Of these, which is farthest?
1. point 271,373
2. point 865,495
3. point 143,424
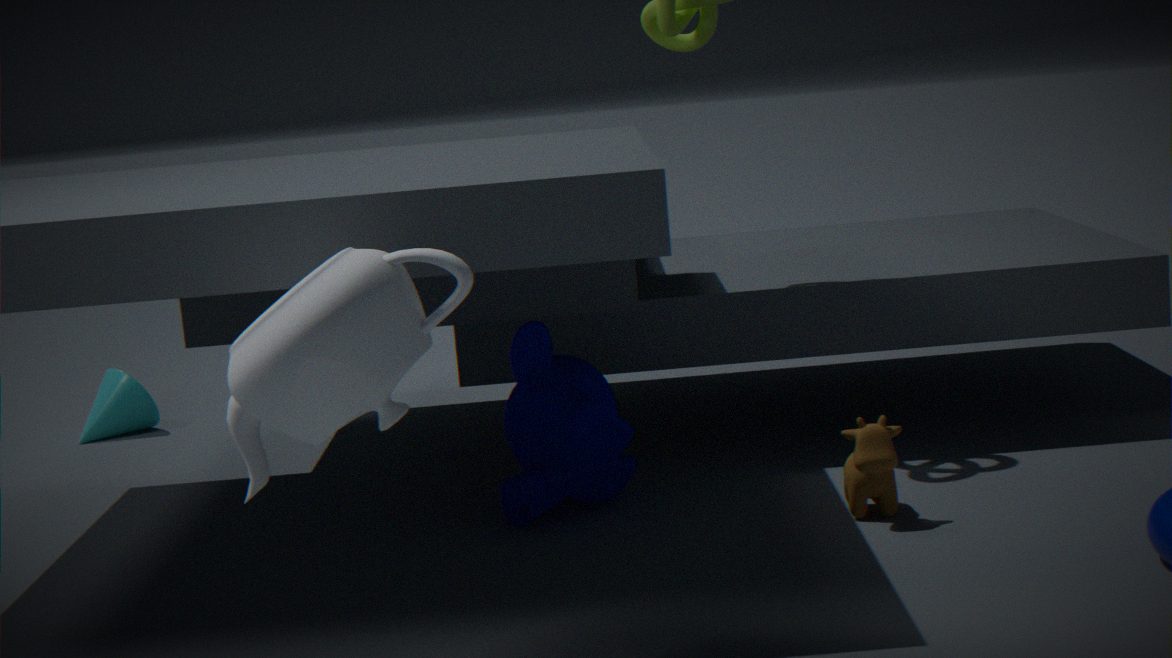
point 143,424
